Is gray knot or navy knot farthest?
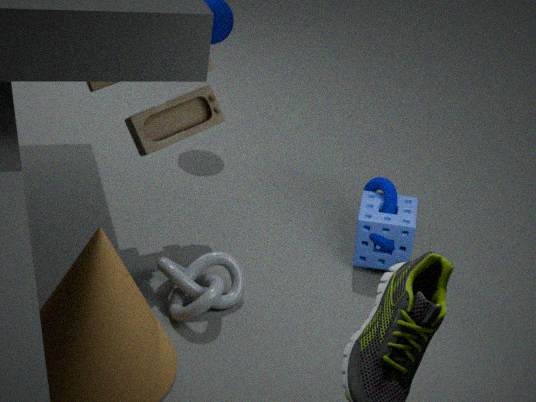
navy knot
